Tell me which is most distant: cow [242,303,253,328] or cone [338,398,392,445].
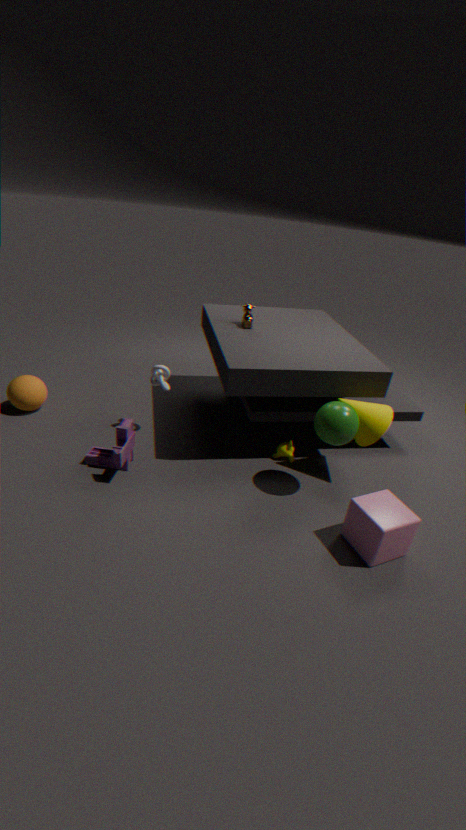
cow [242,303,253,328]
